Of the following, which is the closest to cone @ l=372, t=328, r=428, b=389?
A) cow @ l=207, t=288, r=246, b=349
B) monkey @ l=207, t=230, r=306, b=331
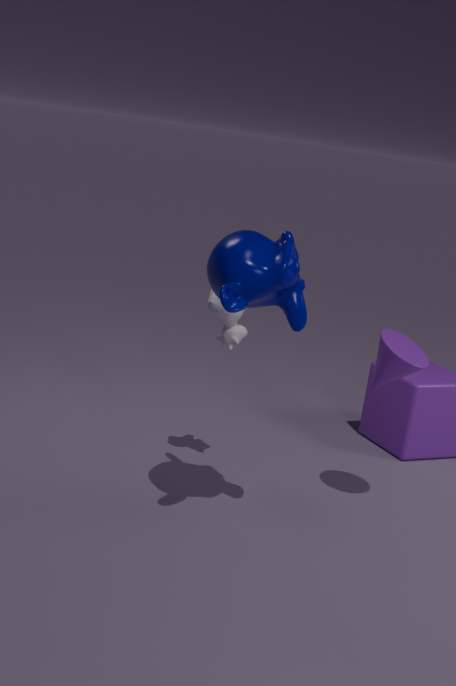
monkey @ l=207, t=230, r=306, b=331
